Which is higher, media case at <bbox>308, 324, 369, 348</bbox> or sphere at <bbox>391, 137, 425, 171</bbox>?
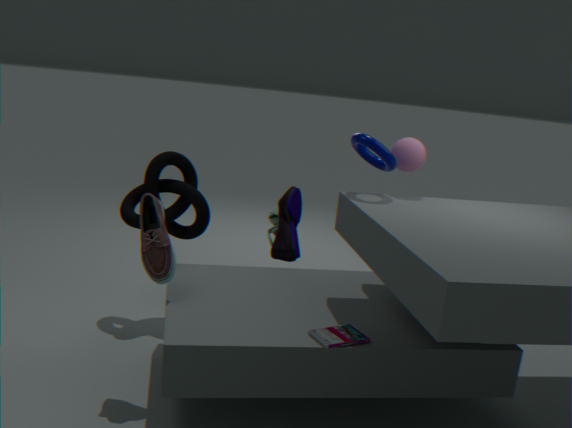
sphere at <bbox>391, 137, 425, 171</bbox>
